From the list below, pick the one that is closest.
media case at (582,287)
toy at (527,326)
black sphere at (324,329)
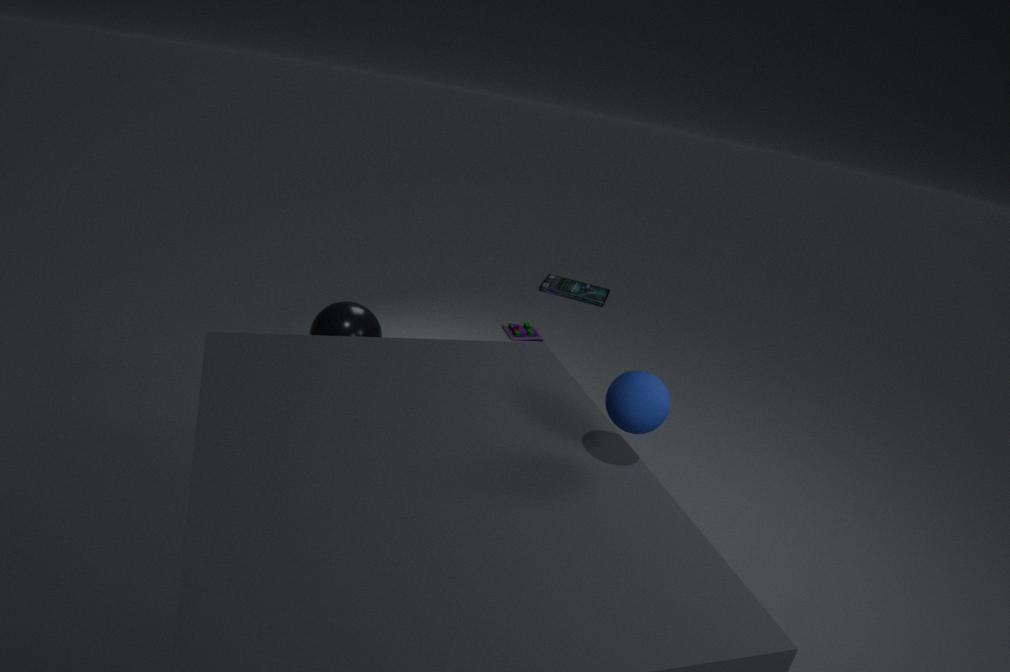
black sphere at (324,329)
